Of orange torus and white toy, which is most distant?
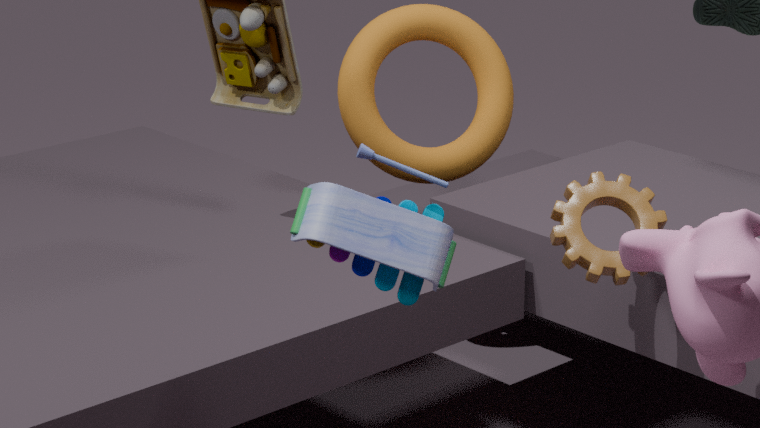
orange torus
